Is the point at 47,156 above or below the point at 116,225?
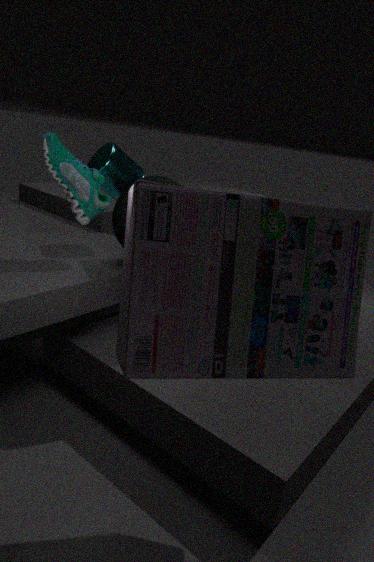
above
